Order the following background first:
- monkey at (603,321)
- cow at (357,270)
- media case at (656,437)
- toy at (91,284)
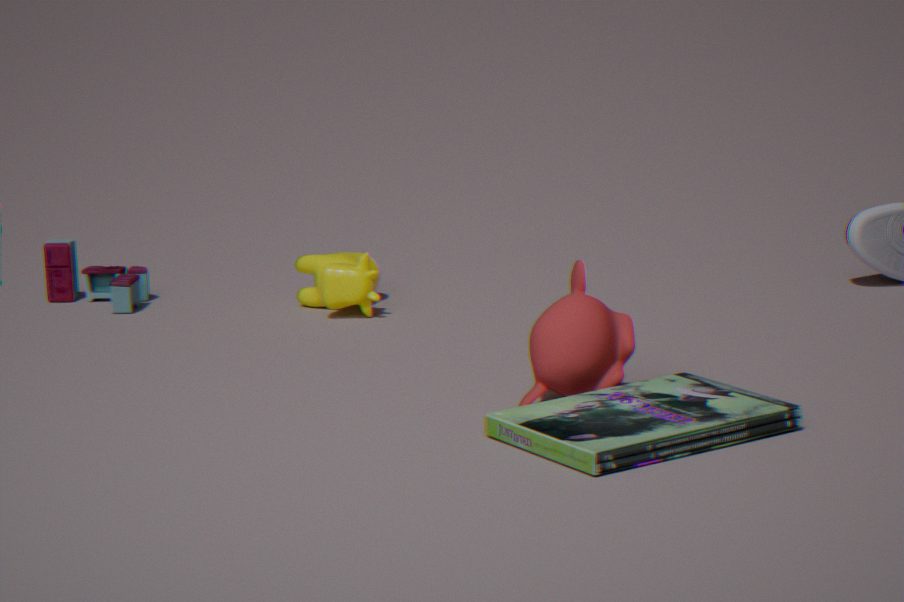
toy at (91,284)
cow at (357,270)
monkey at (603,321)
media case at (656,437)
